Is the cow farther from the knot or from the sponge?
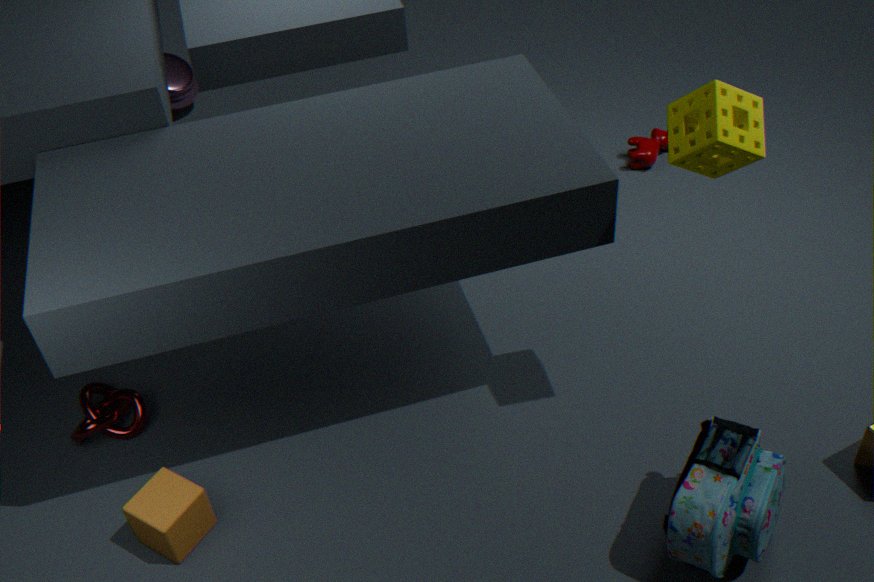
the knot
